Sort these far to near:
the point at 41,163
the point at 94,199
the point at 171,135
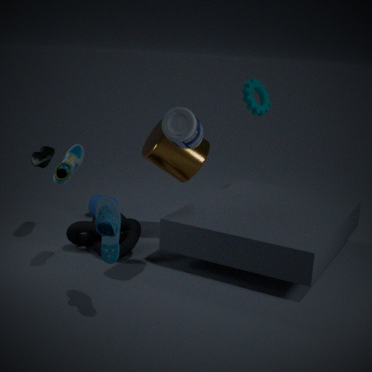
1. the point at 94,199
2. the point at 41,163
3. the point at 171,135
